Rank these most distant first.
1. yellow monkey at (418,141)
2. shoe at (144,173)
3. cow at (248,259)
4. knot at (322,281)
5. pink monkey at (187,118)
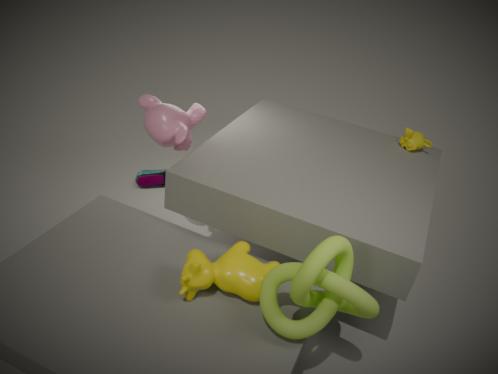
shoe at (144,173) → yellow monkey at (418,141) → pink monkey at (187,118) → cow at (248,259) → knot at (322,281)
